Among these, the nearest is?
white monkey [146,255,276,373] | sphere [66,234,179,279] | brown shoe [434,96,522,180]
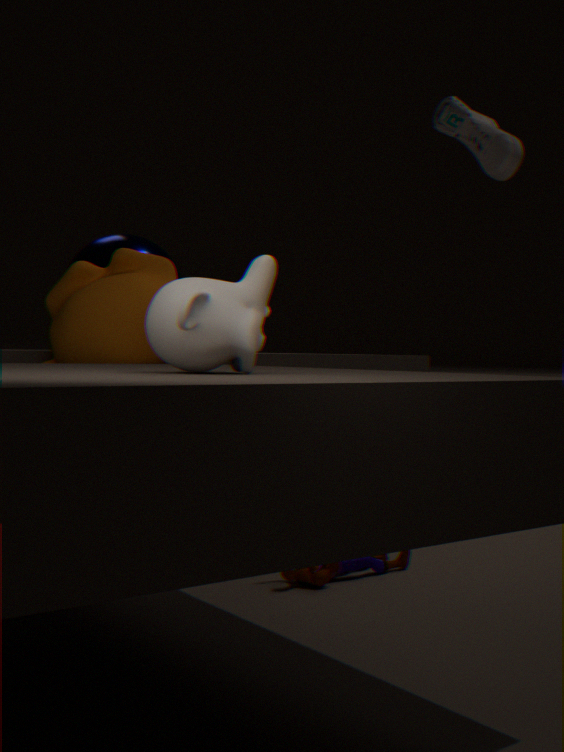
white monkey [146,255,276,373]
